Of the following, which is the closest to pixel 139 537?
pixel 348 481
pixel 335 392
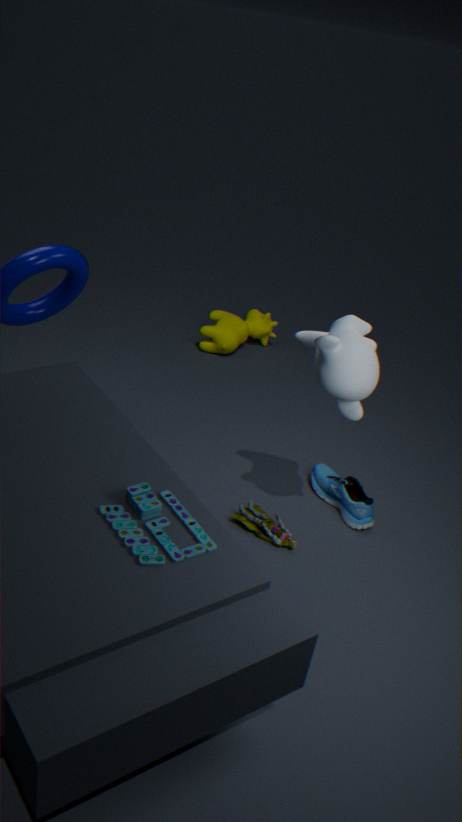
pixel 335 392
